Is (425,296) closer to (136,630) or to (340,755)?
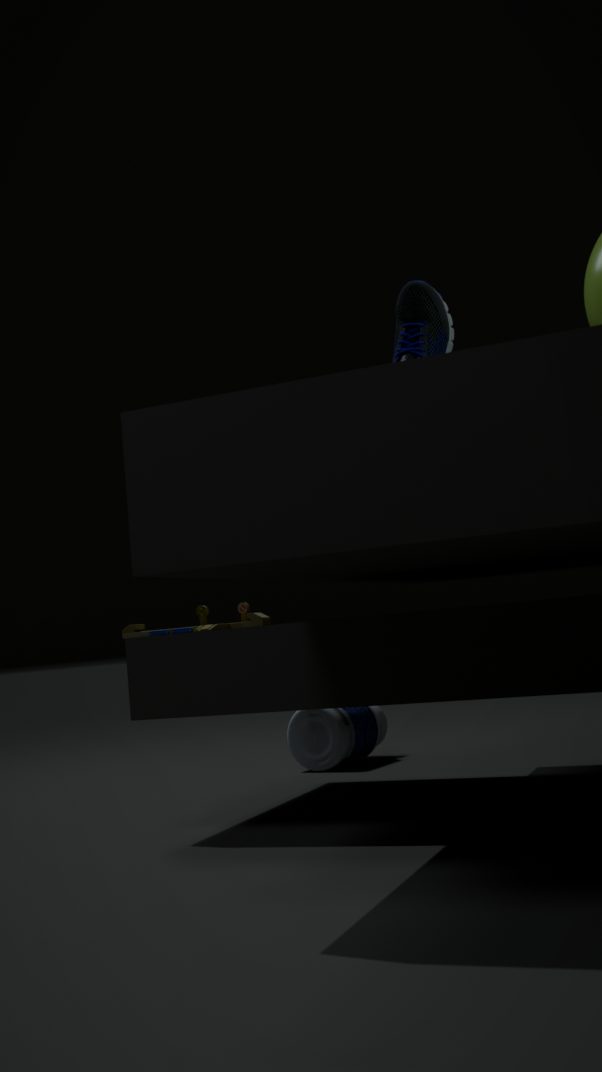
(136,630)
